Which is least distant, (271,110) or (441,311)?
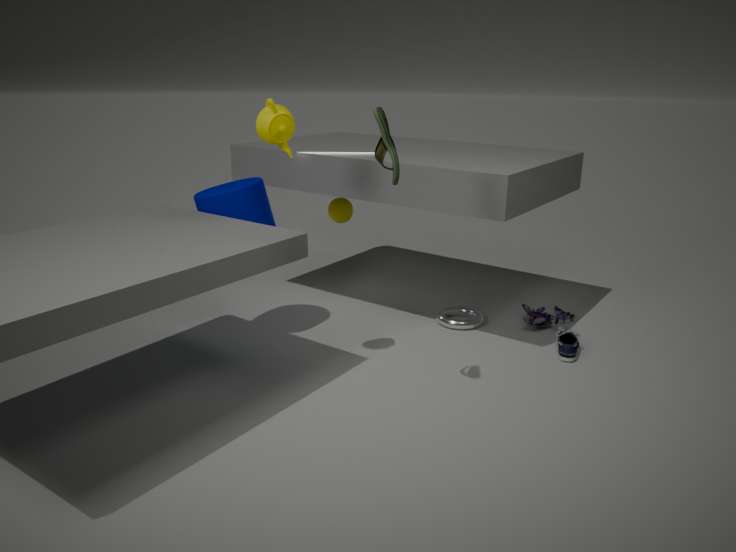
(271,110)
